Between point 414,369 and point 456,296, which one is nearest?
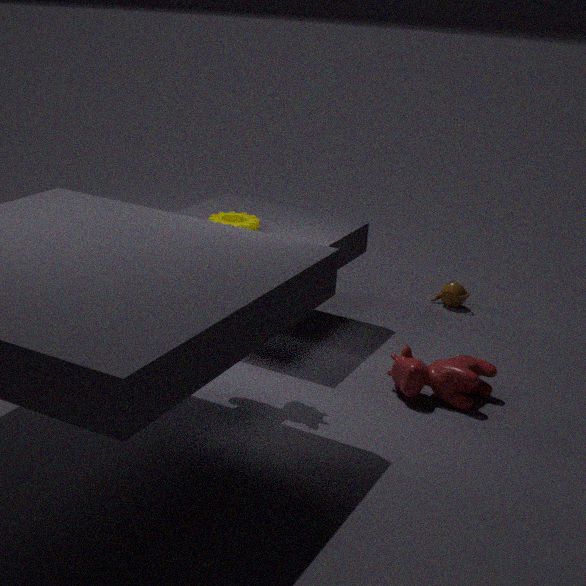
point 414,369
